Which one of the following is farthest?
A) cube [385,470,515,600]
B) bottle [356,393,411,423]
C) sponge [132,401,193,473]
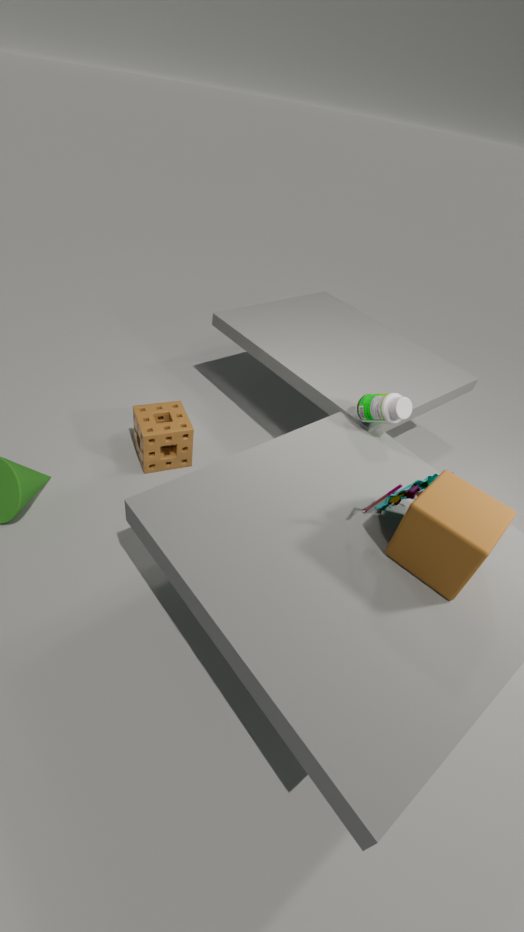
sponge [132,401,193,473]
